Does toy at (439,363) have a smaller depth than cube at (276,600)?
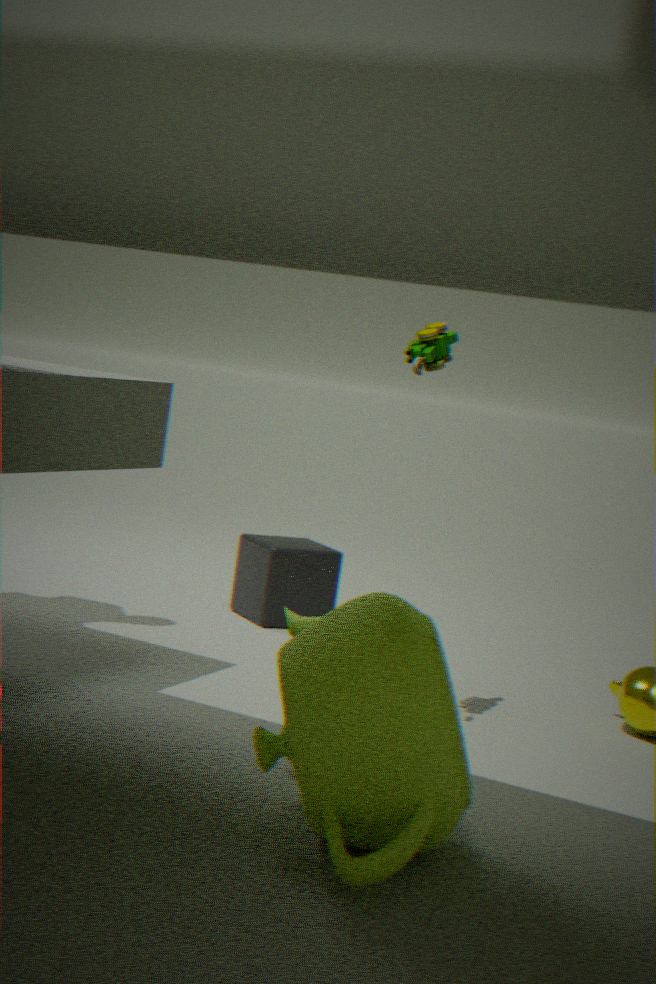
Yes
